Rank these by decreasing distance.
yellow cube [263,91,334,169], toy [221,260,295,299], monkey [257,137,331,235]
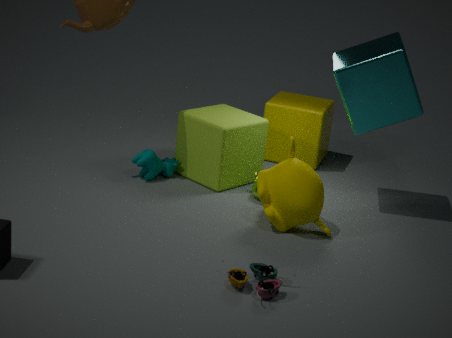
yellow cube [263,91,334,169] → monkey [257,137,331,235] → toy [221,260,295,299]
